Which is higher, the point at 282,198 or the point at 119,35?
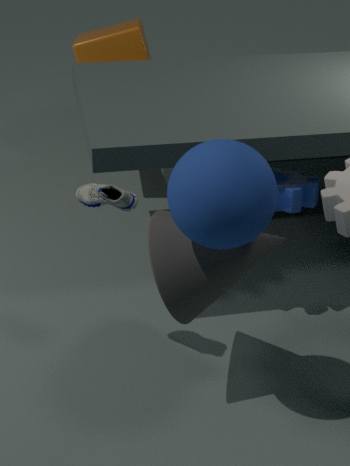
the point at 119,35
